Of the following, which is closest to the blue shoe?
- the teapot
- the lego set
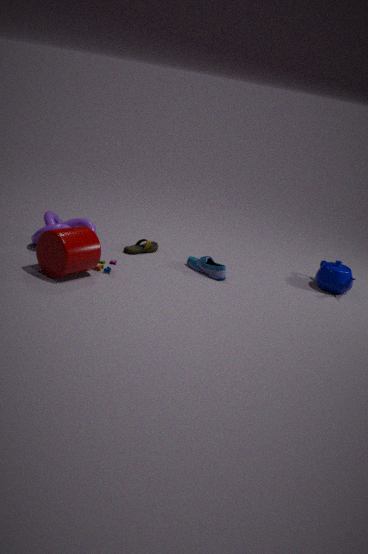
the lego set
